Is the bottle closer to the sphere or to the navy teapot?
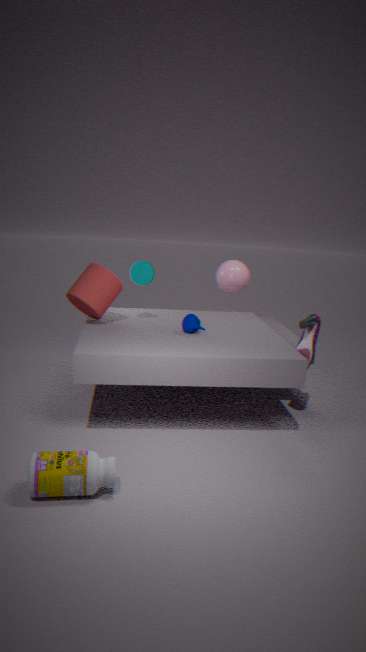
the navy teapot
